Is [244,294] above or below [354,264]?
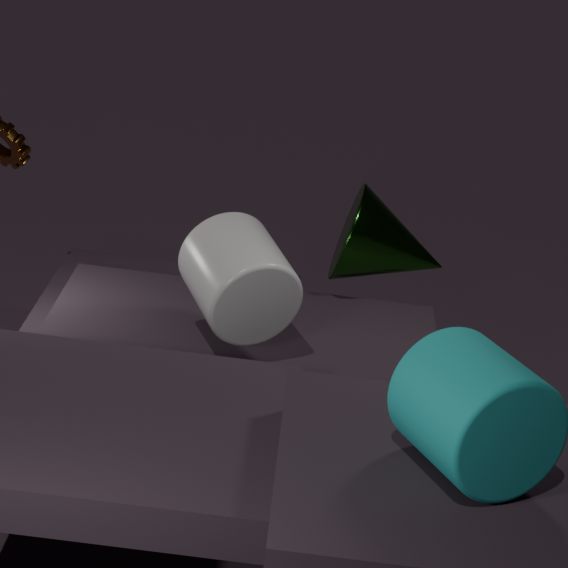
above
